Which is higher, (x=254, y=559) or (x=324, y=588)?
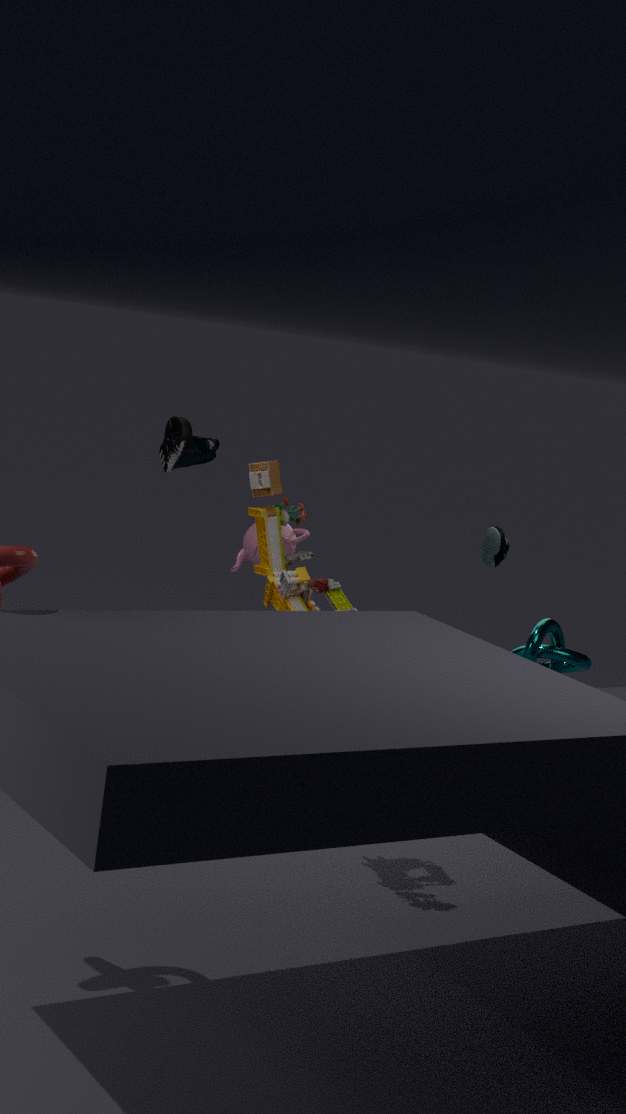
(x=324, y=588)
